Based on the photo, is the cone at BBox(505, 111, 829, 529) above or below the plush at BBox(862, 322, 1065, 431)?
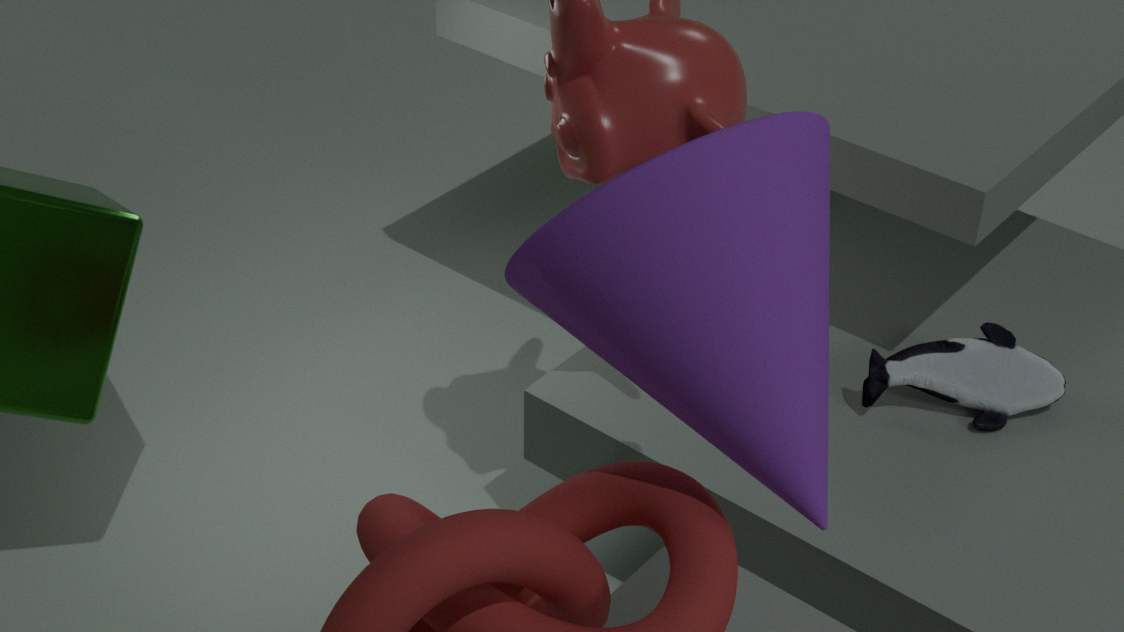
above
